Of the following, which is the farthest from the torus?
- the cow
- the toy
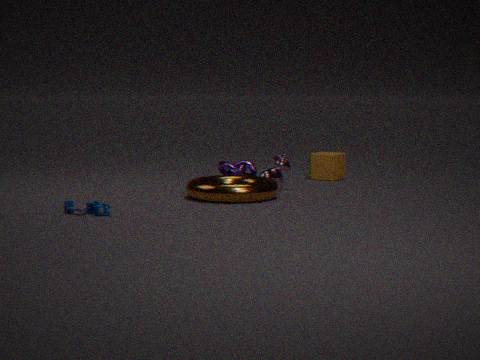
the toy
